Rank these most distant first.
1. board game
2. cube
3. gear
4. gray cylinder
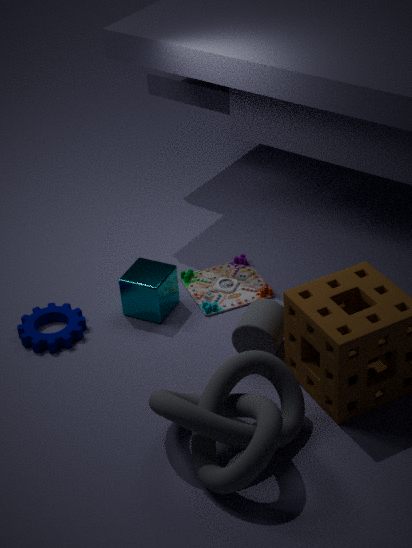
board game < cube < gear < gray cylinder
